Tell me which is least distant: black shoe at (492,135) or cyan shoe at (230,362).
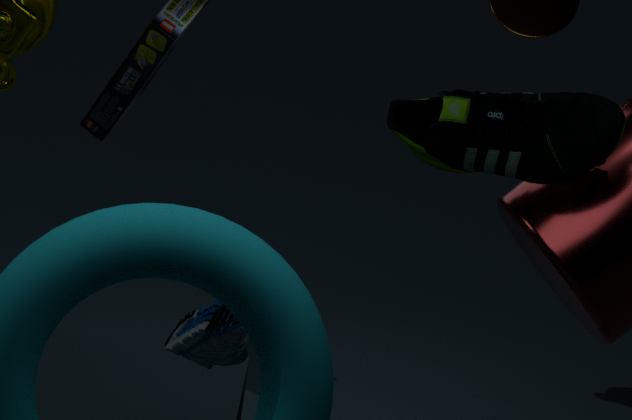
cyan shoe at (230,362)
